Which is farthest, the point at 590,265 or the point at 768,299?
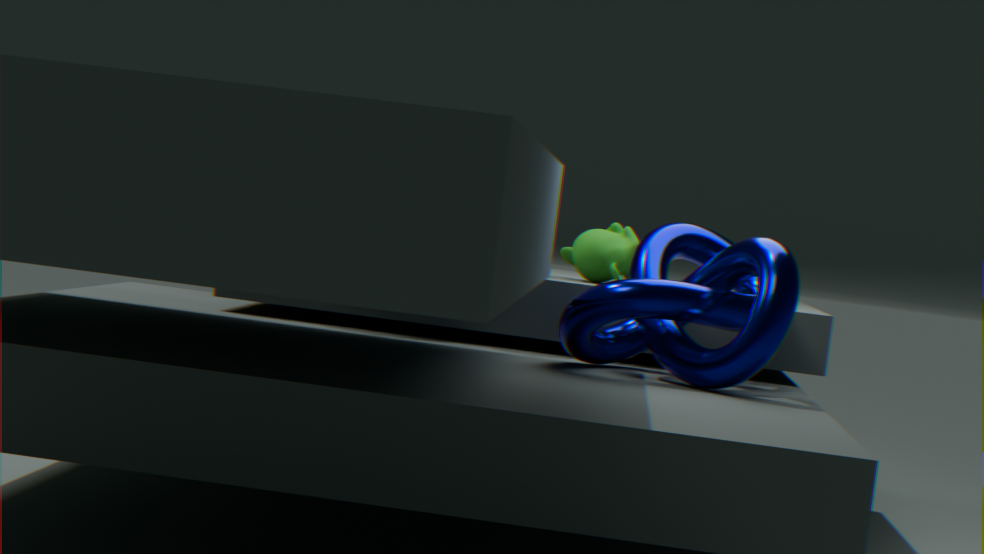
the point at 590,265
